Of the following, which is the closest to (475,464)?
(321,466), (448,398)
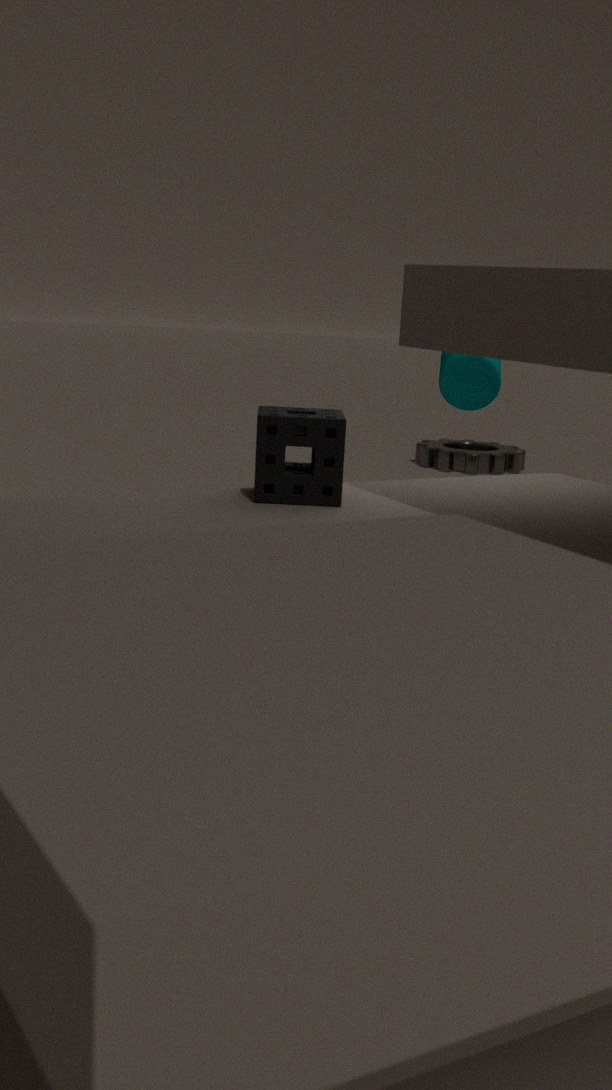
(448,398)
